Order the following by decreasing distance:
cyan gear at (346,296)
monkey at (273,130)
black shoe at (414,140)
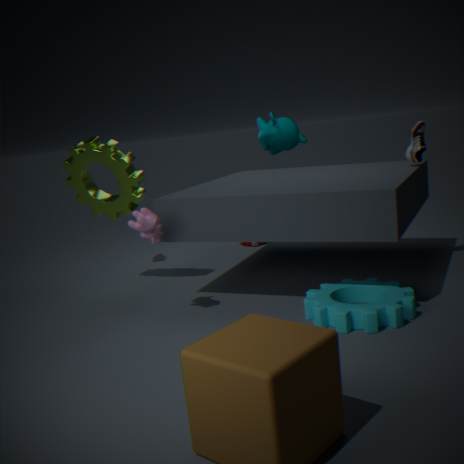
monkey at (273,130), black shoe at (414,140), cyan gear at (346,296)
